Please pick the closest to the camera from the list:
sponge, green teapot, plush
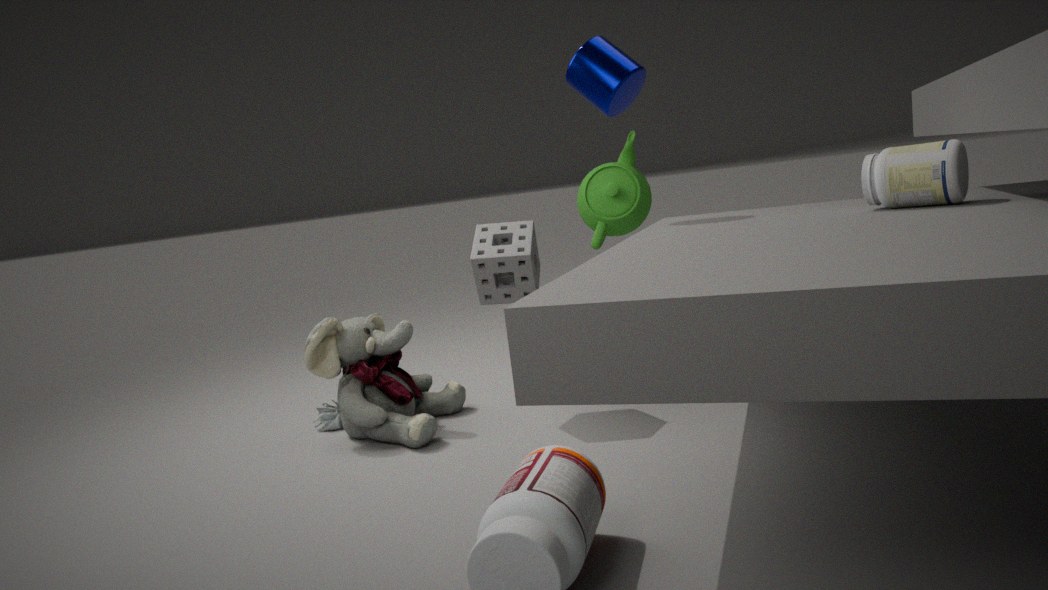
sponge
